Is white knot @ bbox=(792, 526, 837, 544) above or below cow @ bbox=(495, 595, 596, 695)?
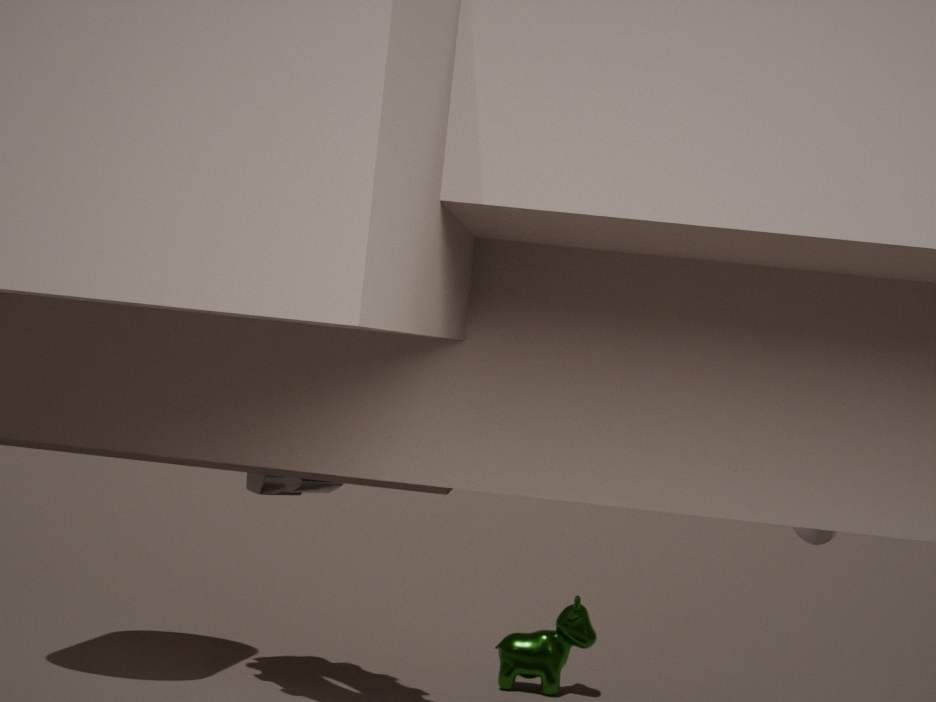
above
